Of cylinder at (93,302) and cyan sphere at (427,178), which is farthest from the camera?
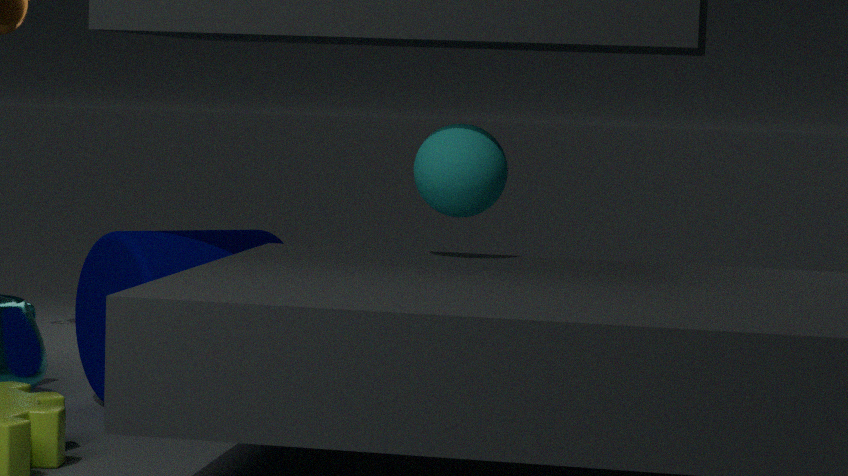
cylinder at (93,302)
